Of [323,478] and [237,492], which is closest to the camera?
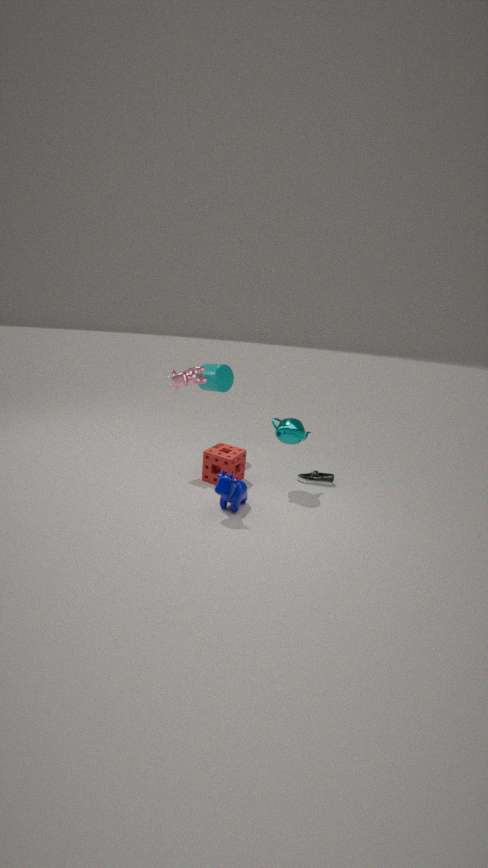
[237,492]
